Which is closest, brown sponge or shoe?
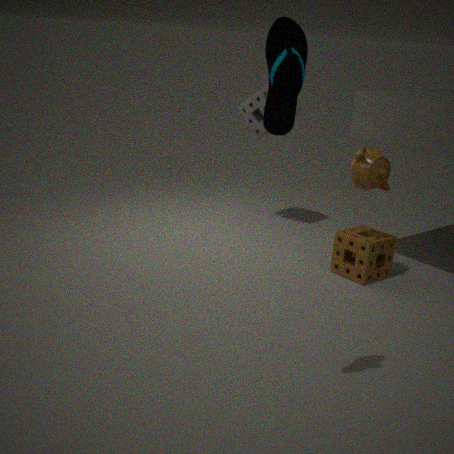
shoe
